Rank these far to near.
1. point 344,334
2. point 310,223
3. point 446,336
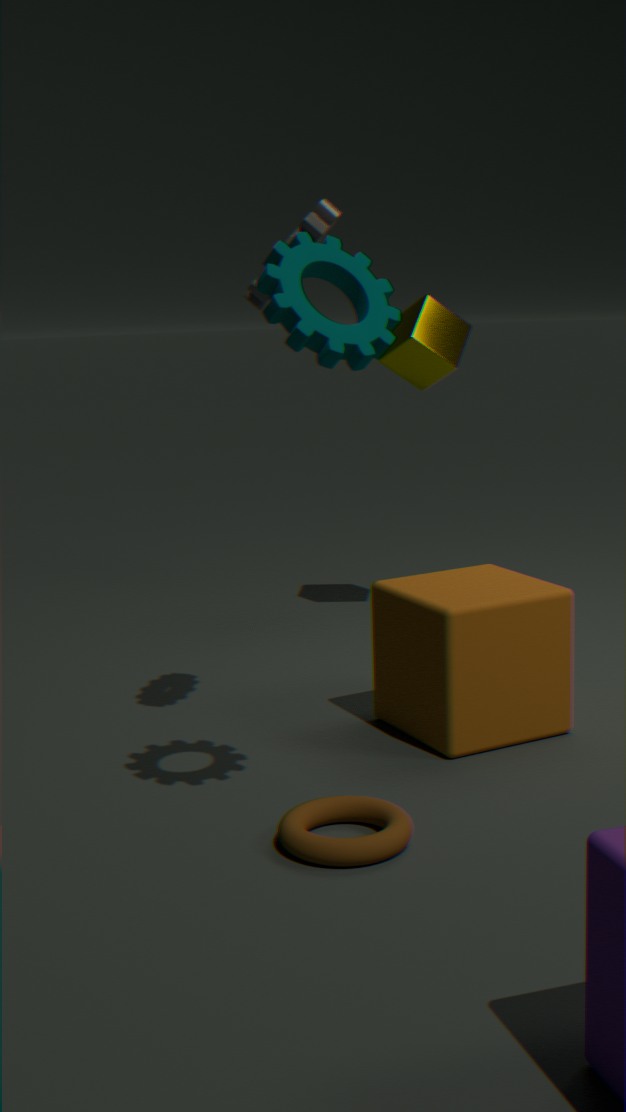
1. point 446,336
2. point 310,223
3. point 344,334
